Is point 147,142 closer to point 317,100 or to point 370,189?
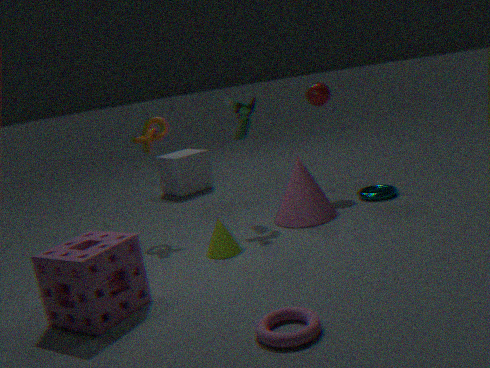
point 317,100
